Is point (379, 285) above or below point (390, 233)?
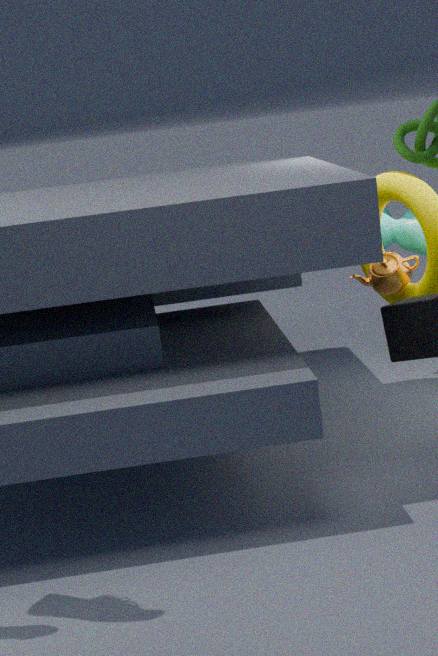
below
